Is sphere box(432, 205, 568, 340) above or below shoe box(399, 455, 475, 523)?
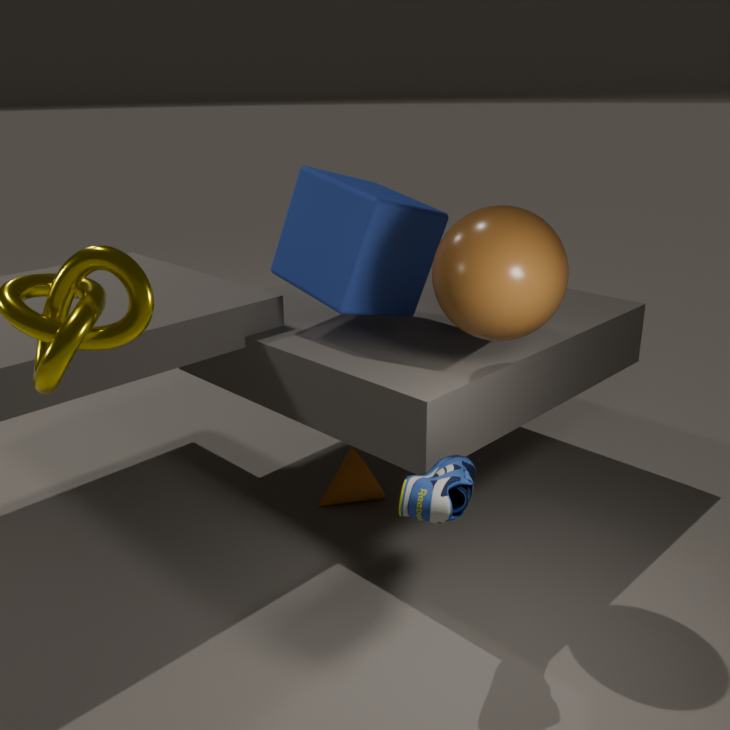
above
